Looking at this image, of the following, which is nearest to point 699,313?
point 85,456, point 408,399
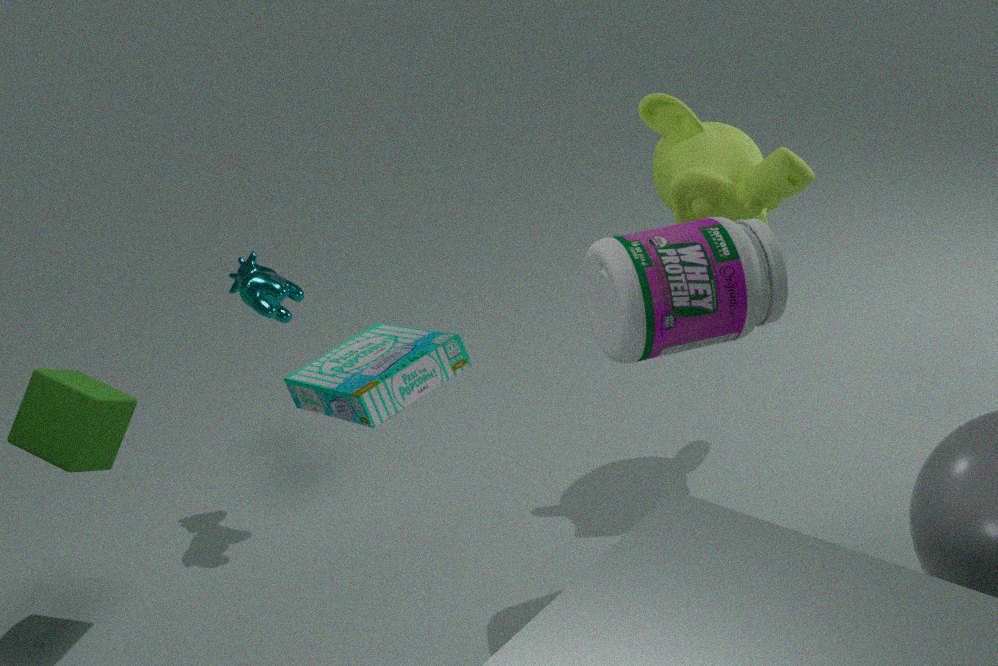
point 408,399
